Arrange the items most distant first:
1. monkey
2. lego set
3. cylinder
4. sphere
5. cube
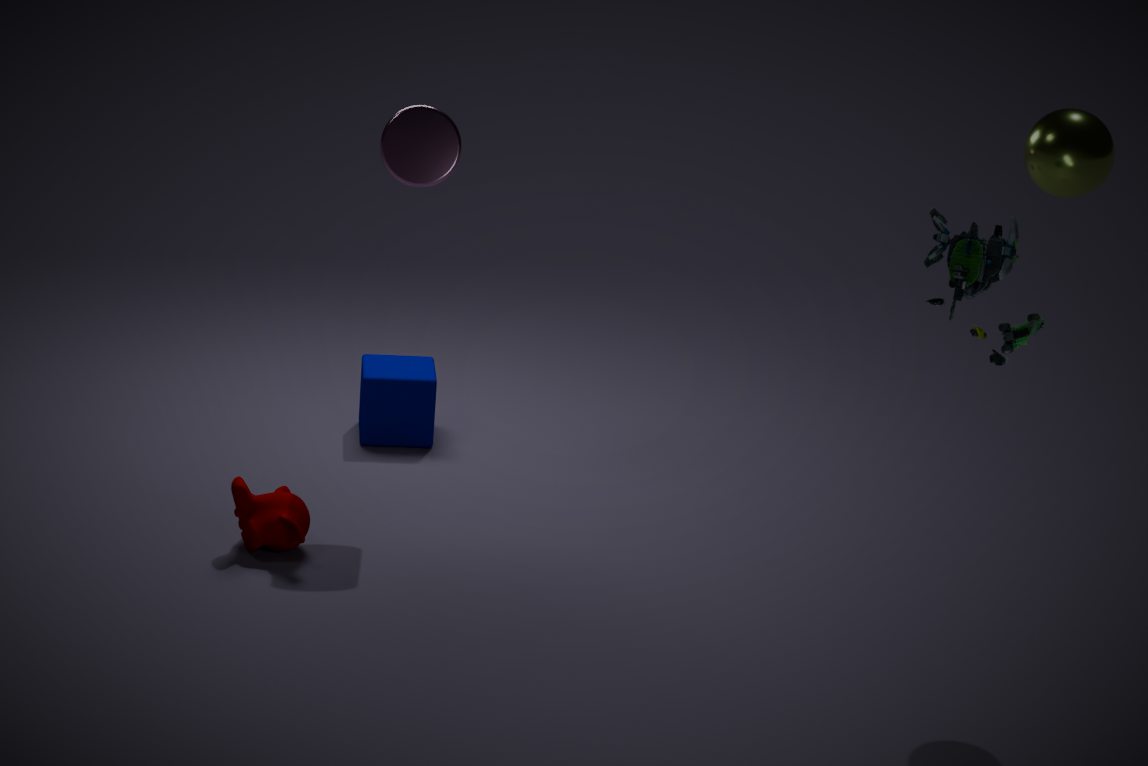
cube → cylinder → monkey → sphere → lego set
